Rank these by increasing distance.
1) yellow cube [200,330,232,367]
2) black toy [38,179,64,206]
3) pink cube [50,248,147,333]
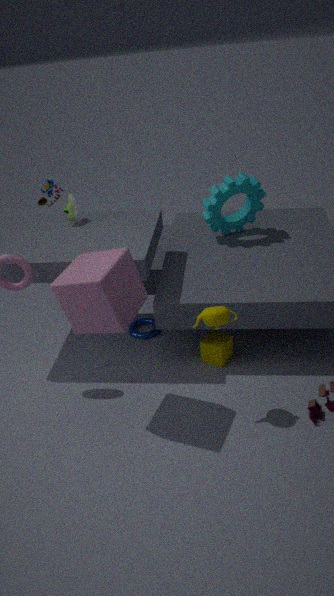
3. pink cube [50,248,147,333] < 1. yellow cube [200,330,232,367] < 2. black toy [38,179,64,206]
